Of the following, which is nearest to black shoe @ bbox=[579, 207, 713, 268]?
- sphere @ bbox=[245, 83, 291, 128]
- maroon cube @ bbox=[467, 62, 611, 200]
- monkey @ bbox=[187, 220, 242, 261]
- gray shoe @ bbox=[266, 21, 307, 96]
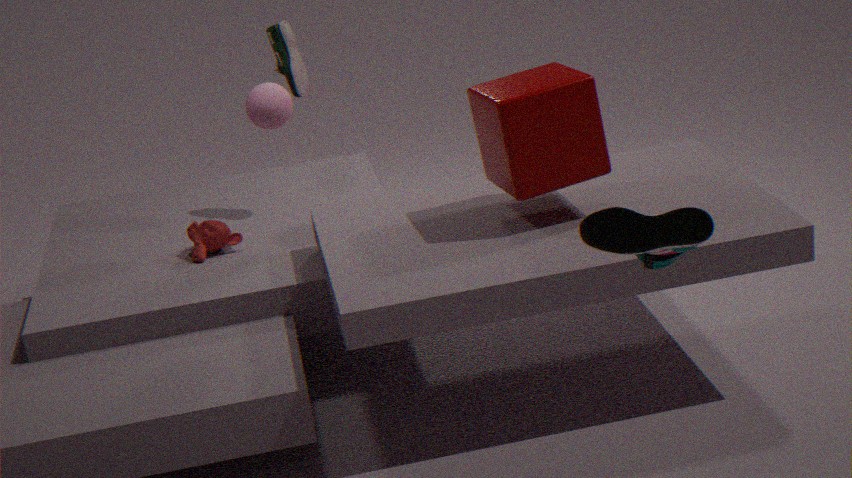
maroon cube @ bbox=[467, 62, 611, 200]
